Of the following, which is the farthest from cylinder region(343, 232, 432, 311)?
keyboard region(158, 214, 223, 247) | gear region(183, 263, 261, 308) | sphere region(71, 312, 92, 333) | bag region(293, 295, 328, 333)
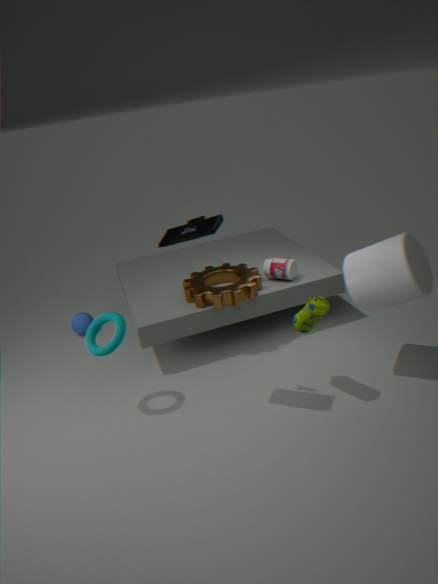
sphere region(71, 312, 92, 333)
